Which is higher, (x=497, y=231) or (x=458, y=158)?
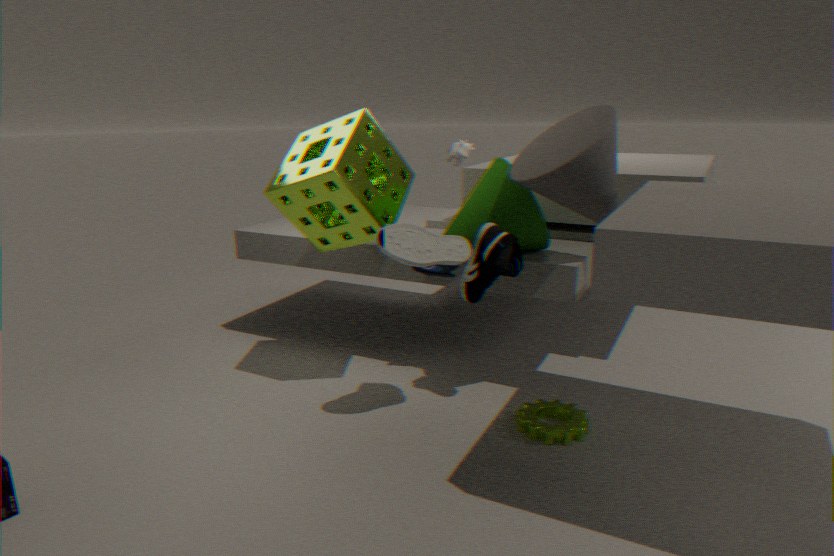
(x=458, y=158)
